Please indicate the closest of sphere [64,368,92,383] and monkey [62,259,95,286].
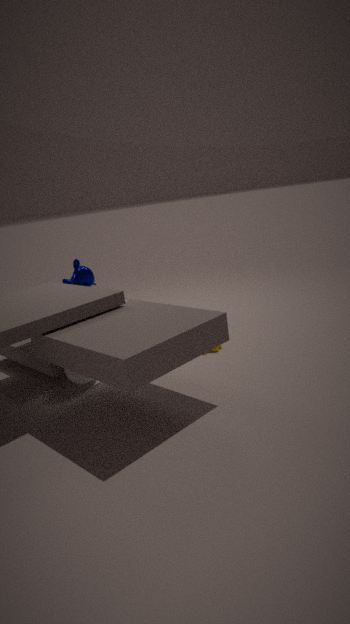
sphere [64,368,92,383]
